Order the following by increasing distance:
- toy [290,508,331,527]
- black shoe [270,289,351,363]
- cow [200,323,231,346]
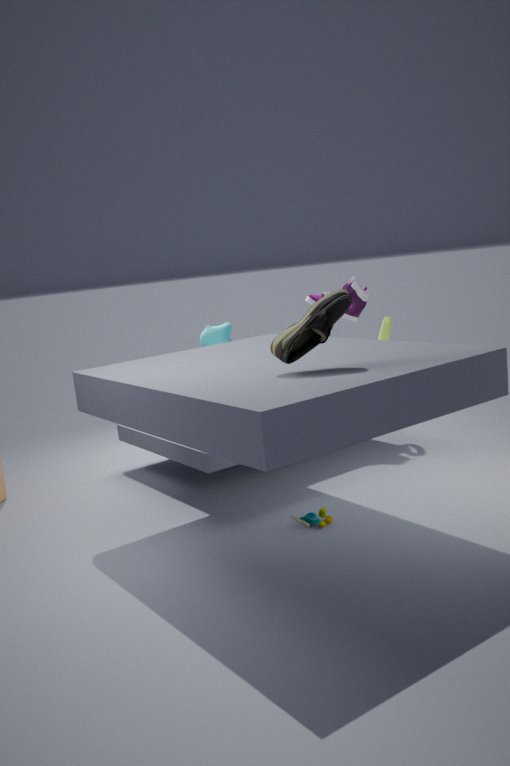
black shoe [270,289,351,363] < toy [290,508,331,527] < cow [200,323,231,346]
